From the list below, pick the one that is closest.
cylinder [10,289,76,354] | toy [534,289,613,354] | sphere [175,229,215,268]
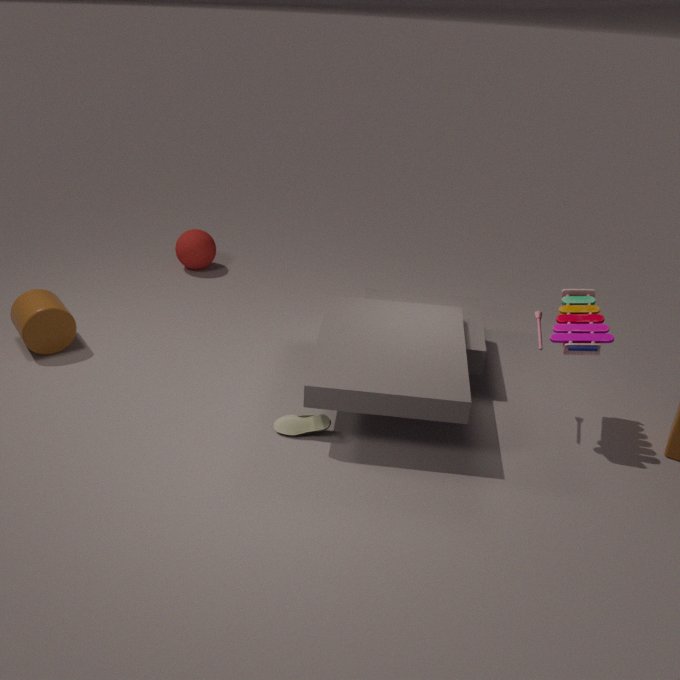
toy [534,289,613,354]
